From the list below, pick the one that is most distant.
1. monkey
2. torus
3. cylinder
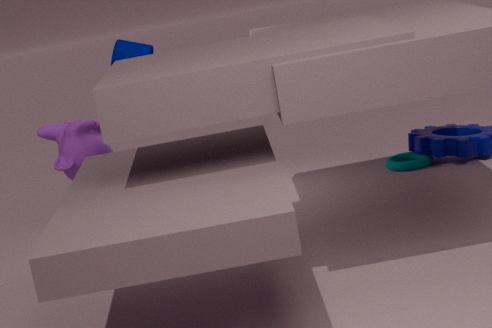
torus
